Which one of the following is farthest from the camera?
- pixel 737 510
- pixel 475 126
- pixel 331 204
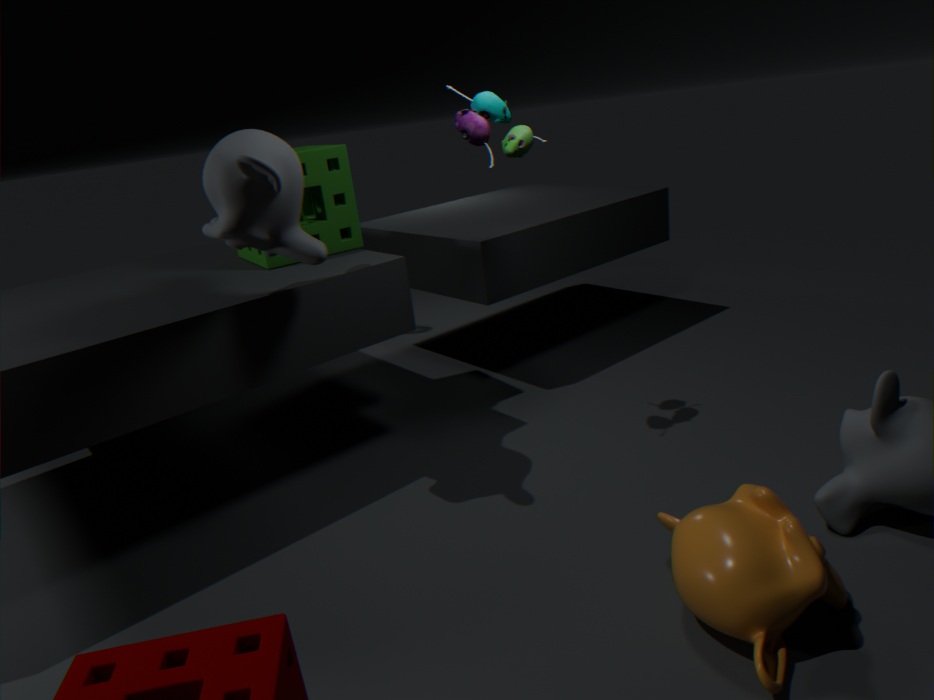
pixel 331 204
